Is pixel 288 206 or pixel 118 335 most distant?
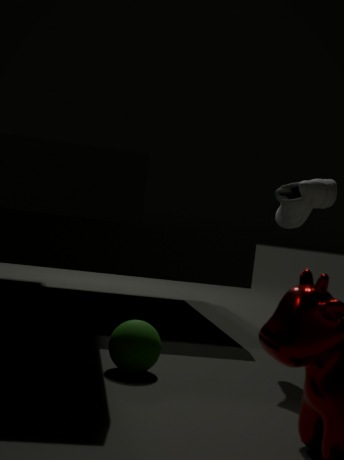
pixel 288 206
